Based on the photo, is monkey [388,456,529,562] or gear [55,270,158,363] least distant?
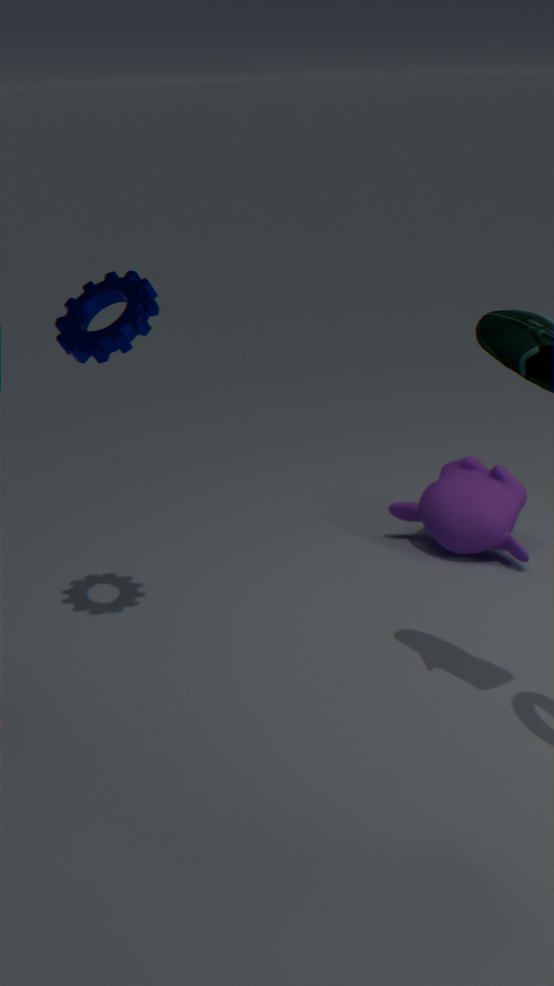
gear [55,270,158,363]
